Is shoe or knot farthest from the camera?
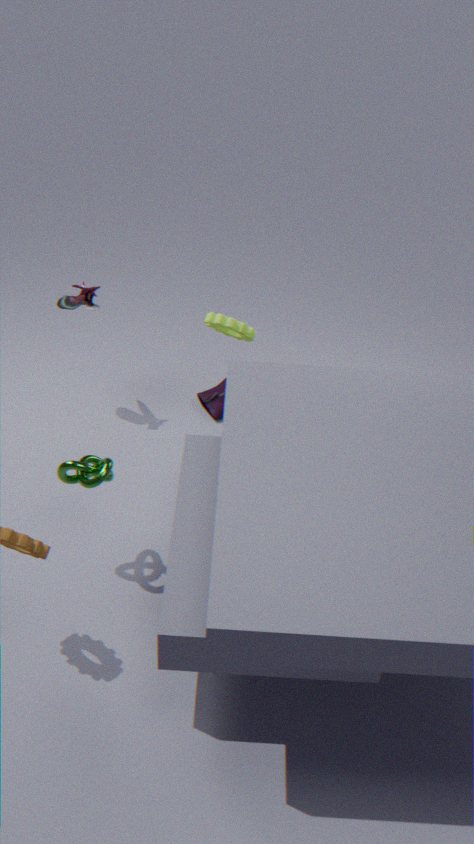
shoe
